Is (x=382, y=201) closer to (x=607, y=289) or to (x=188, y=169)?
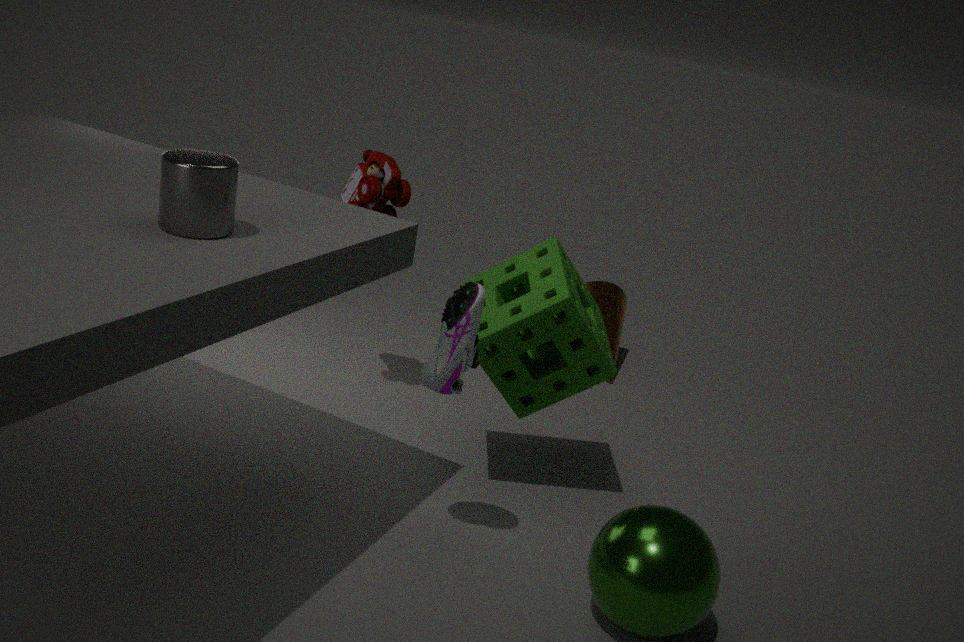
(x=188, y=169)
